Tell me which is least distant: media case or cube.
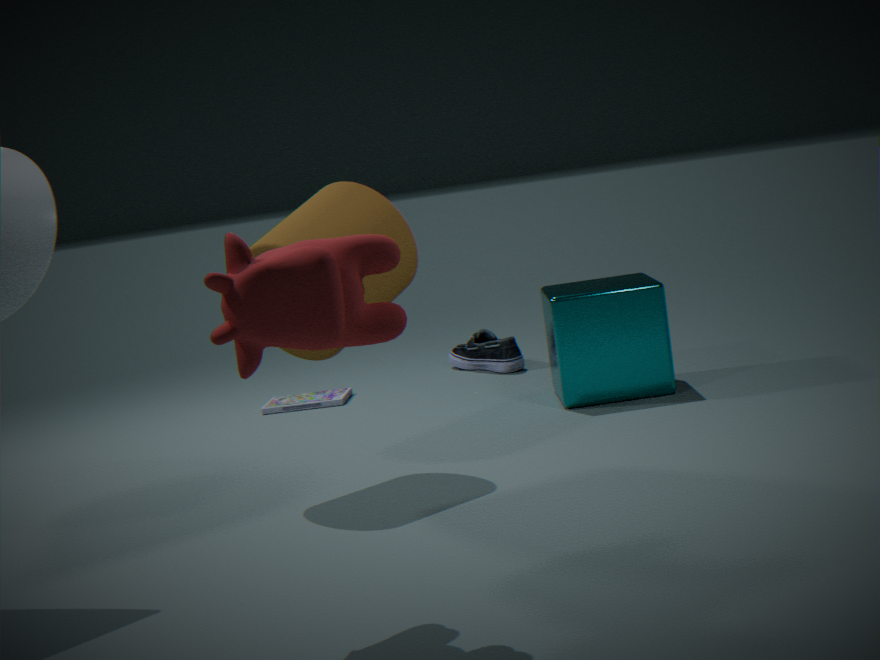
cube
